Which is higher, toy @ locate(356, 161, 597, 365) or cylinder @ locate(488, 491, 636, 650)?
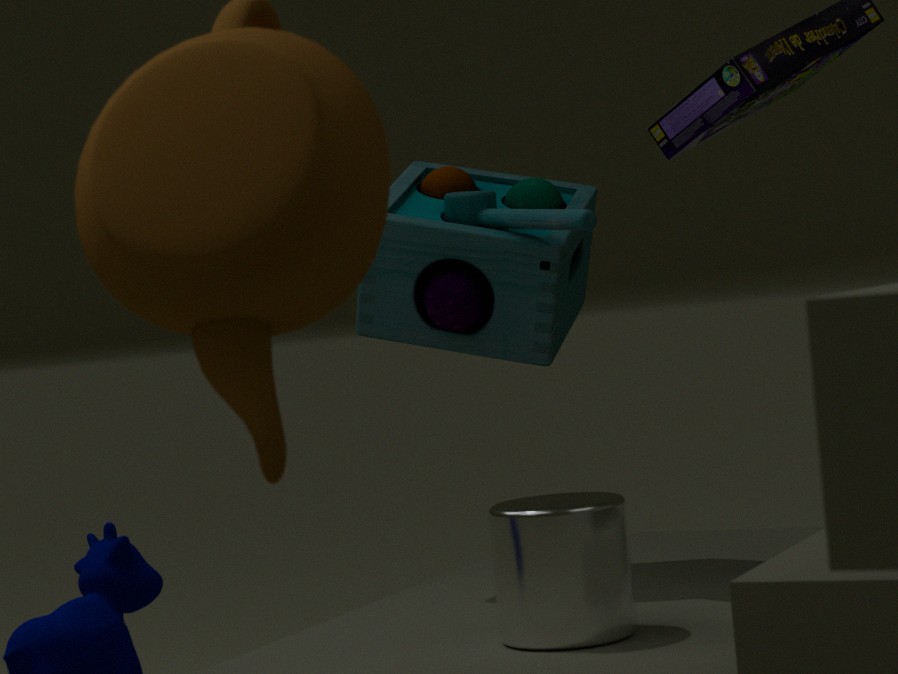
toy @ locate(356, 161, 597, 365)
